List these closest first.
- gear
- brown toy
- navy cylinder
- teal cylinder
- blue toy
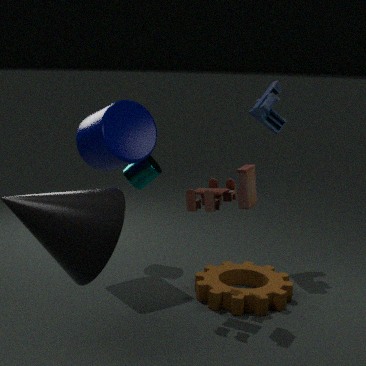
1. brown toy
2. gear
3. navy cylinder
4. blue toy
5. teal cylinder
